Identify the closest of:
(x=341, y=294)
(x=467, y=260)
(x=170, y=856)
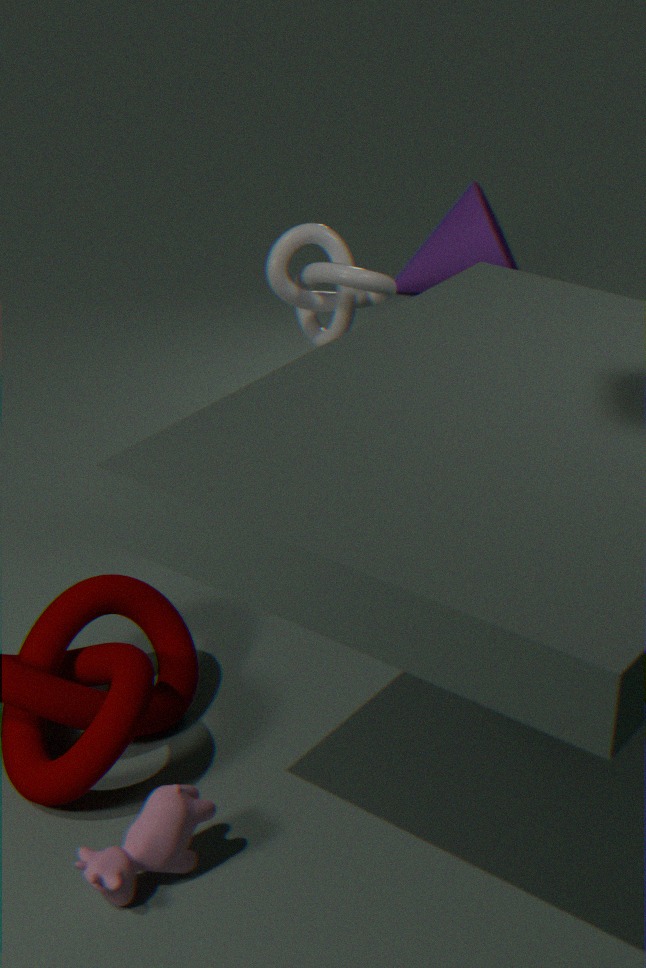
(x=170, y=856)
